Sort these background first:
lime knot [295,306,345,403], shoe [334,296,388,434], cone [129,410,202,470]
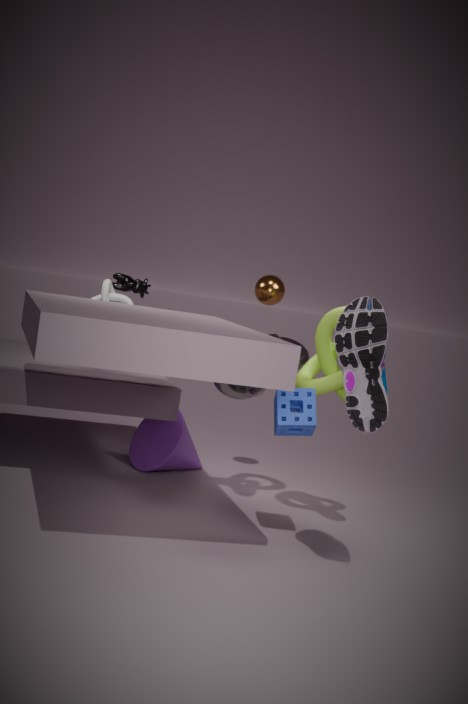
cone [129,410,202,470] < lime knot [295,306,345,403] < shoe [334,296,388,434]
